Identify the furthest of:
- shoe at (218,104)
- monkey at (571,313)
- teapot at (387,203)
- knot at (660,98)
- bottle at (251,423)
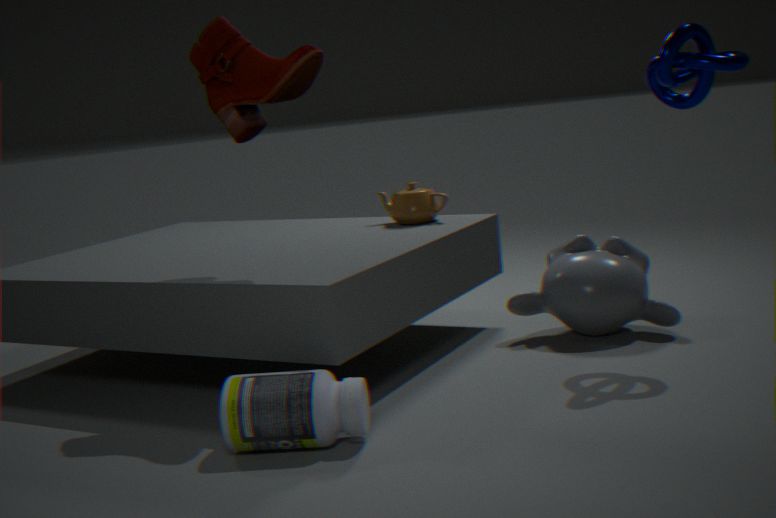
teapot at (387,203)
